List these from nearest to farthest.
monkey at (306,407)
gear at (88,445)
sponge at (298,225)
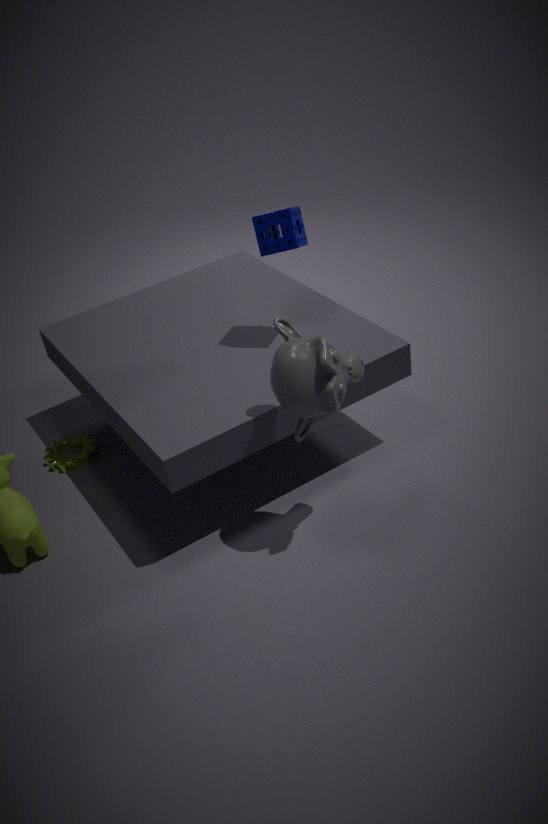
monkey at (306,407)
sponge at (298,225)
gear at (88,445)
